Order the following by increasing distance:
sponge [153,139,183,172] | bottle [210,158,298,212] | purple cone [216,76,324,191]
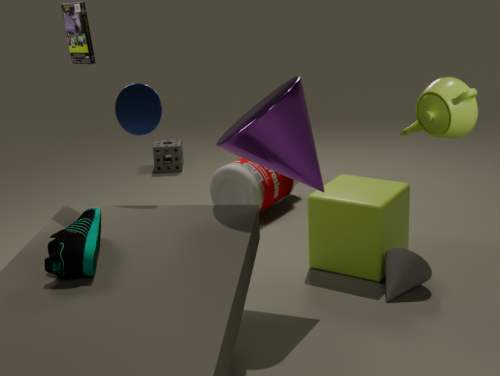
1. purple cone [216,76,324,191]
2. bottle [210,158,298,212]
3. sponge [153,139,183,172]
